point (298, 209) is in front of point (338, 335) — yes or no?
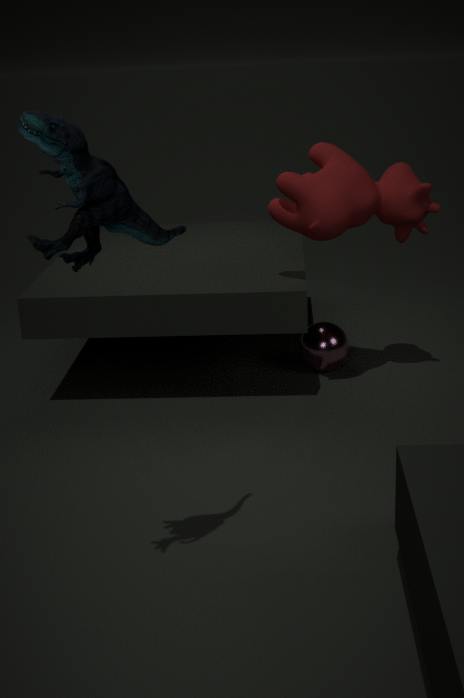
Yes
